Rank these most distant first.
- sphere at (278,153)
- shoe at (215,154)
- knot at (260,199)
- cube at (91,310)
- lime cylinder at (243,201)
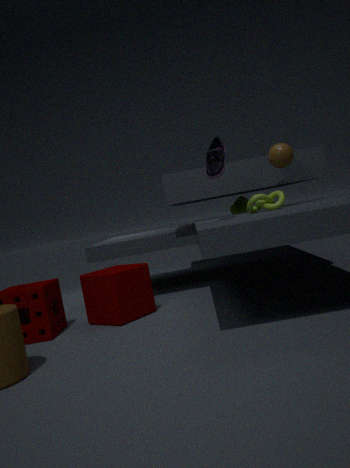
lime cylinder at (243,201)
sphere at (278,153)
knot at (260,199)
cube at (91,310)
shoe at (215,154)
